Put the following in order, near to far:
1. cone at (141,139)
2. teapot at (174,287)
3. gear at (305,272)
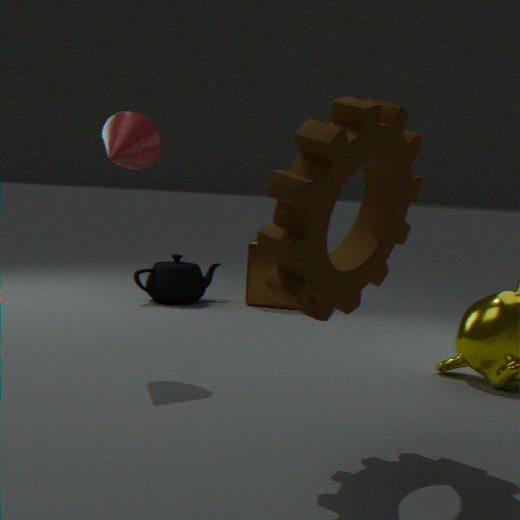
gear at (305,272), cone at (141,139), teapot at (174,287)
